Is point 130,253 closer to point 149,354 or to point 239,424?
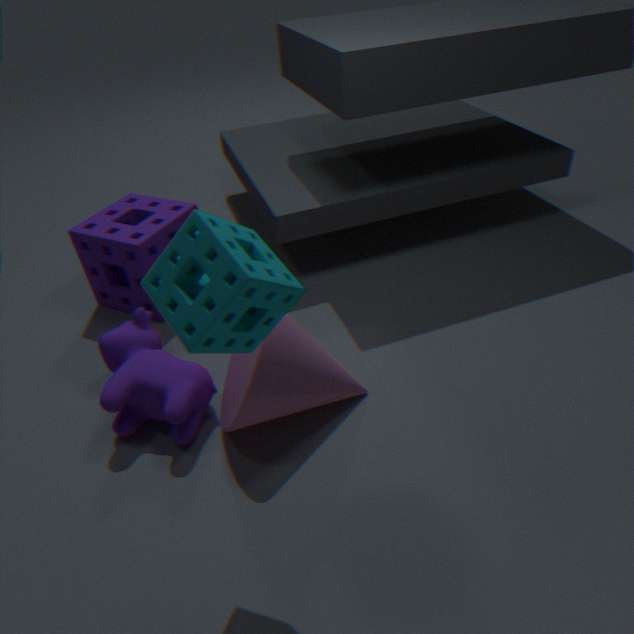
point 149,354
